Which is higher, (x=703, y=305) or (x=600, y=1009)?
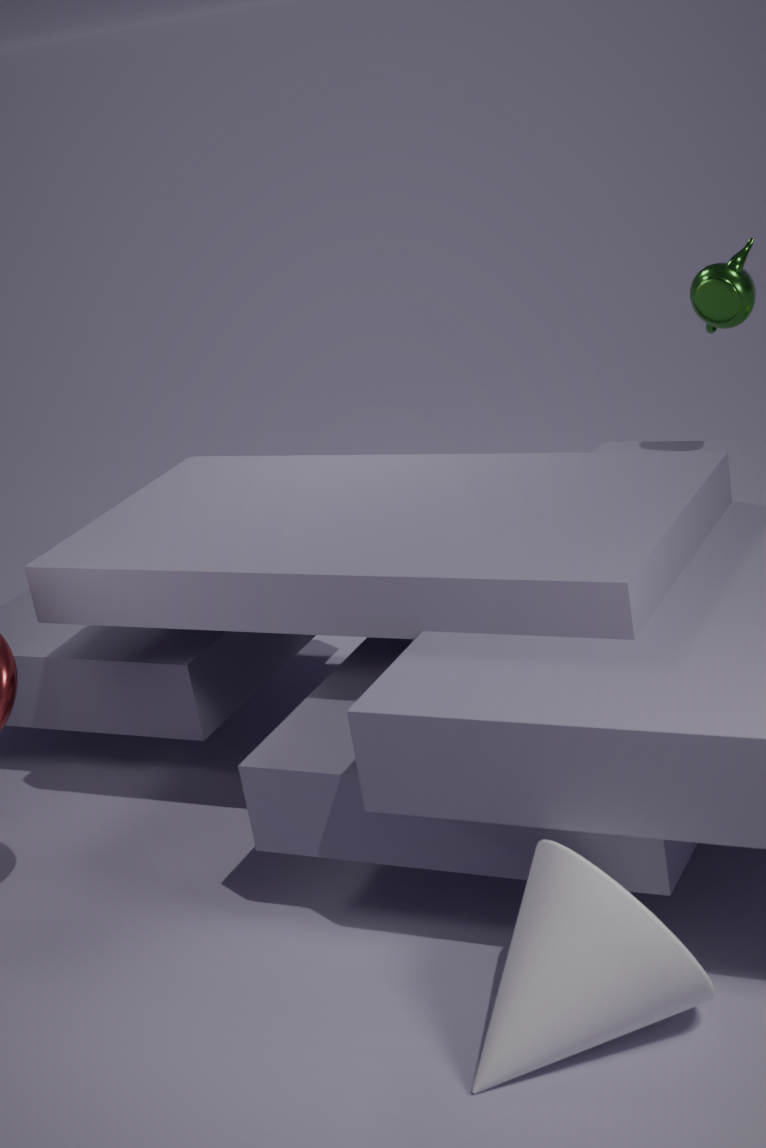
(x=703, y=305)
